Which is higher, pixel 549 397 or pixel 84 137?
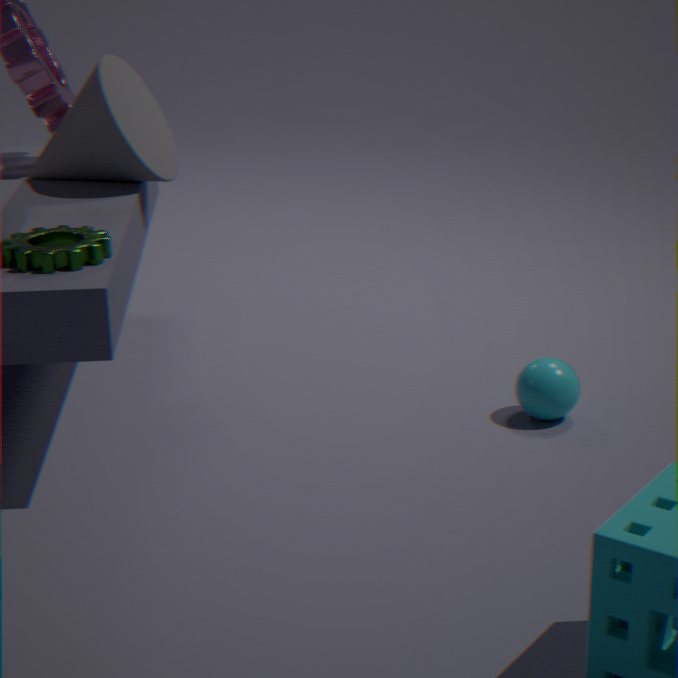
pixel 84 137
